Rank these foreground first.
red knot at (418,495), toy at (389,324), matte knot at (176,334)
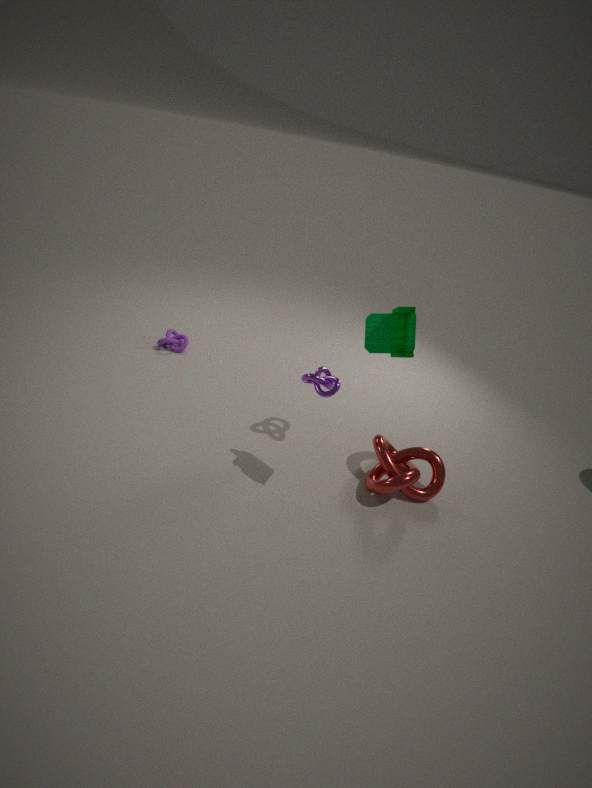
1. toy at (389,324)
2. red knot at (418,495)
3. matte knot at (176,334)
